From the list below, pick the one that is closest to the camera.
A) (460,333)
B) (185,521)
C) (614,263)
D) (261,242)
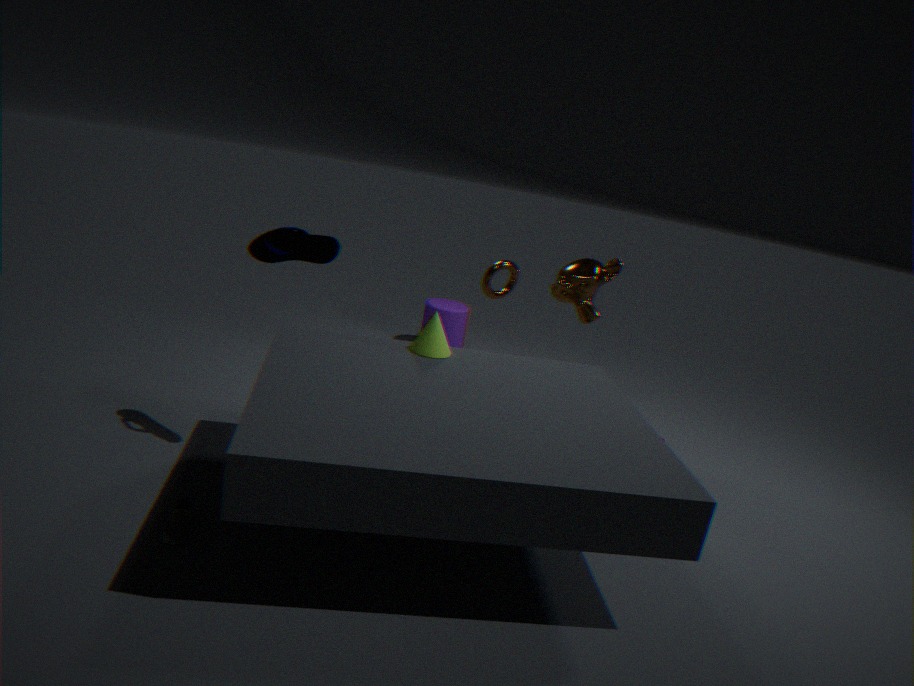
(185,521)
